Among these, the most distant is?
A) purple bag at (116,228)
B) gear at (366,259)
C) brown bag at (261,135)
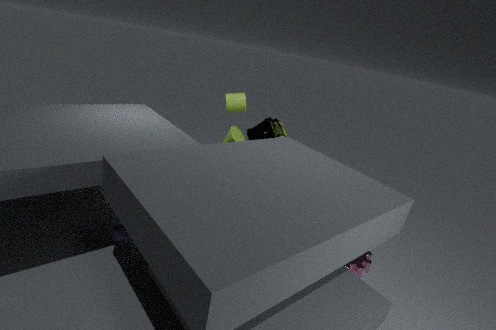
brown bag at (261,135)
